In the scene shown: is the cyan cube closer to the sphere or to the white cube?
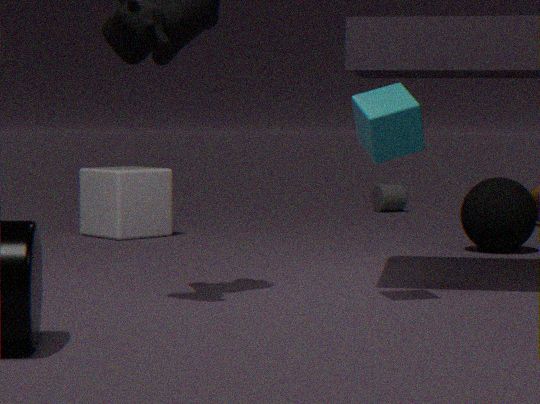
the sphere
